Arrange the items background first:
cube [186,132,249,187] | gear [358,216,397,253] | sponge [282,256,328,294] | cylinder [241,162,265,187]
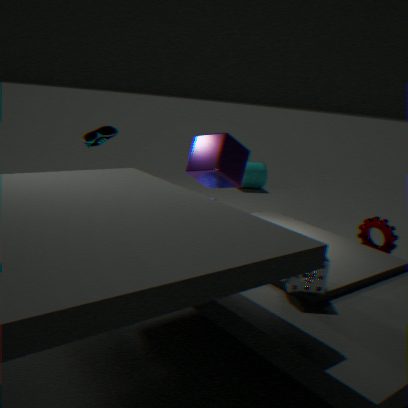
cylinder [241,162,265,187] → cube [186,132,249,187] → gear [358,216,397,253] → sponge [282,256,328,294]
